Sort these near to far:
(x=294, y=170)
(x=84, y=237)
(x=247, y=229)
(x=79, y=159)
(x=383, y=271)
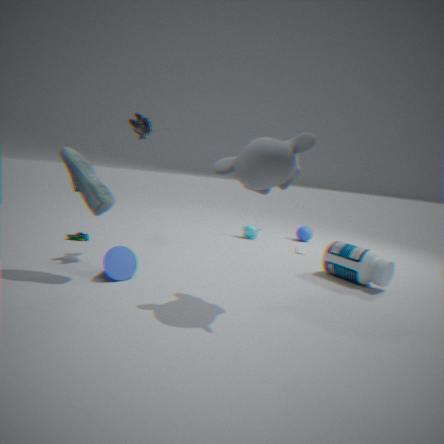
(x=294, y=170) < (x=79, y=159) < (x=383, y=271) < (x=84, y=237) < (x=247, y=229)
